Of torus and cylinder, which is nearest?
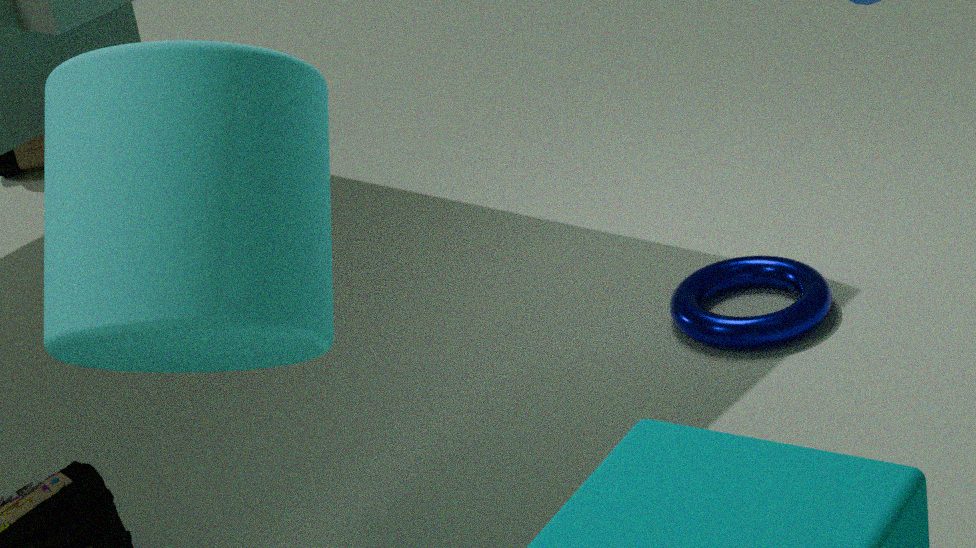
cylinder
